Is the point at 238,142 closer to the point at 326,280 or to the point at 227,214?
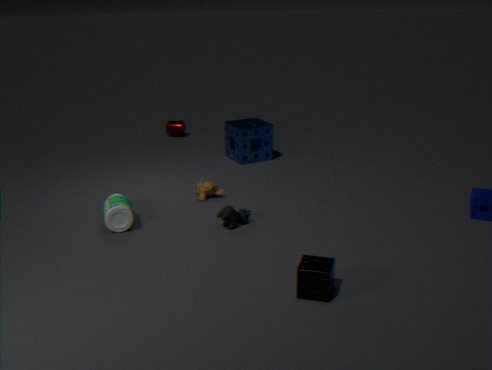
the point at 227,214
